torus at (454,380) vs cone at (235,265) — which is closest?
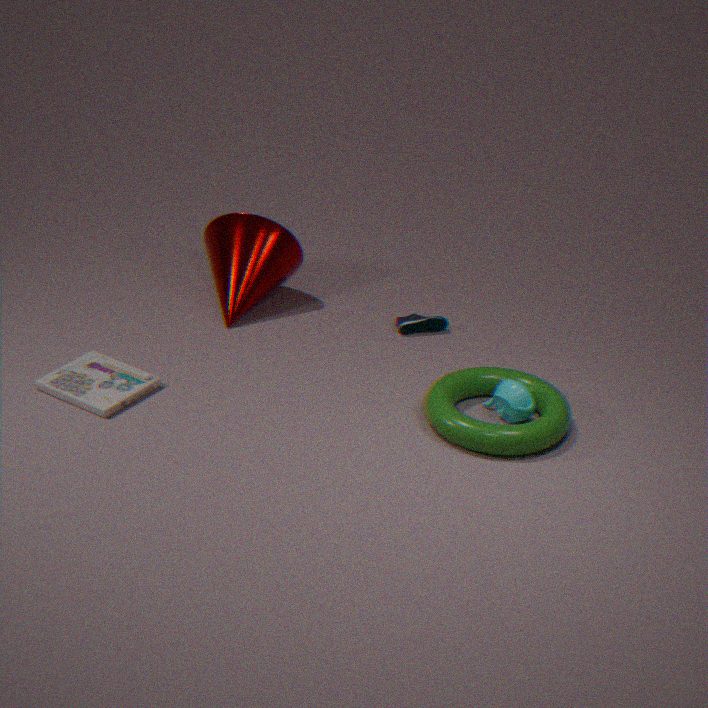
torus at (454,380)
